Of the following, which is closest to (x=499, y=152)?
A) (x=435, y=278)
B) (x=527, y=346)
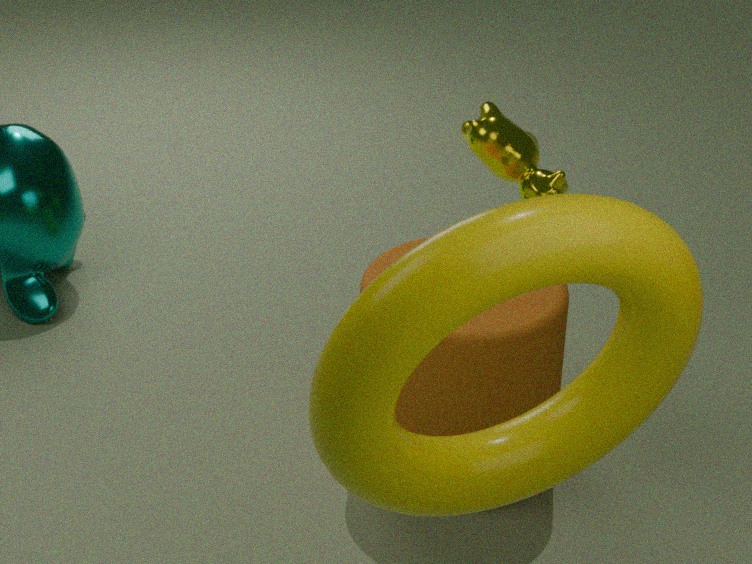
(x=527, y=346)
